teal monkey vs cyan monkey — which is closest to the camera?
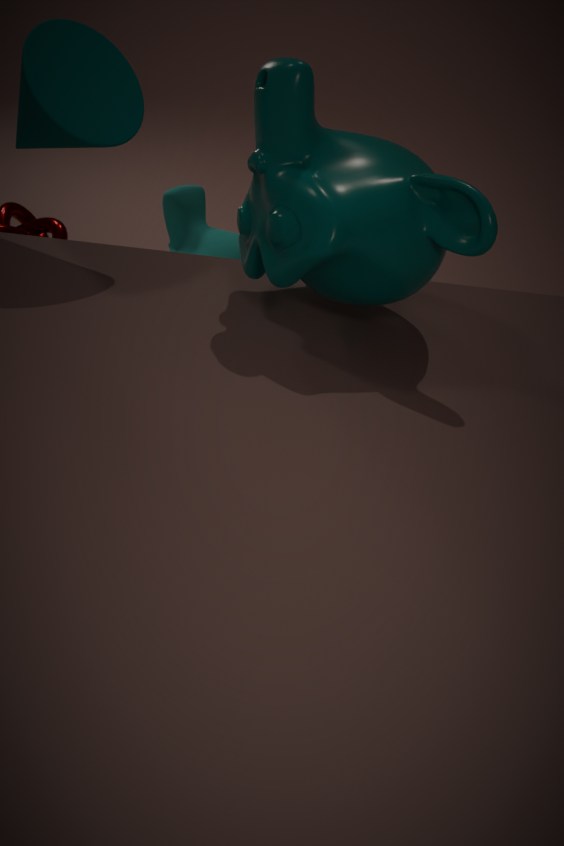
teal monkey
